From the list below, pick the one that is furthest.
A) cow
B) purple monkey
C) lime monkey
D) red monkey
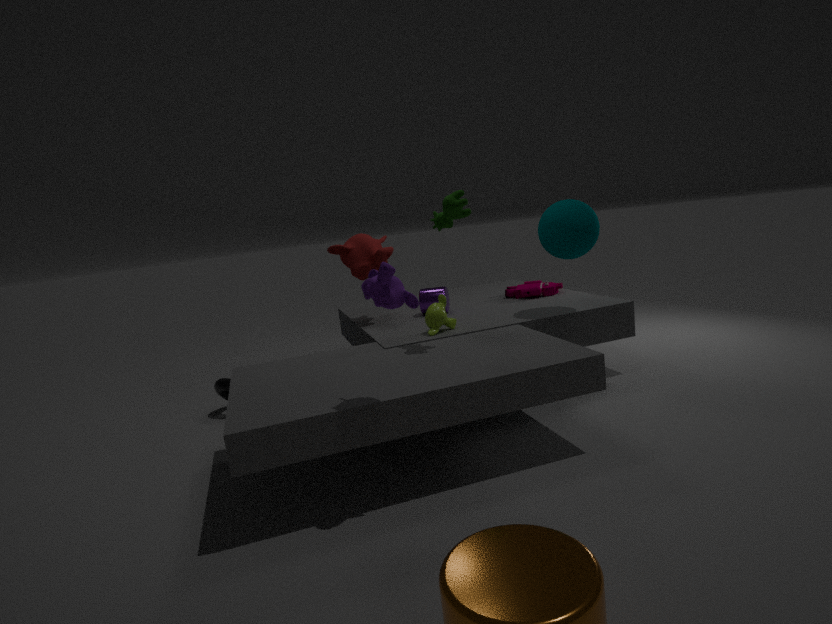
D. red monkey
